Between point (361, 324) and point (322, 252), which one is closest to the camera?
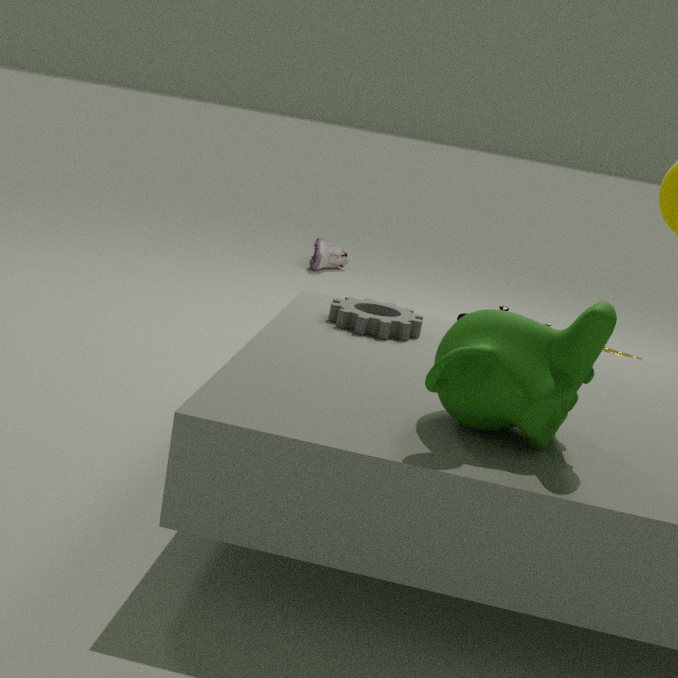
point (361, 324)
